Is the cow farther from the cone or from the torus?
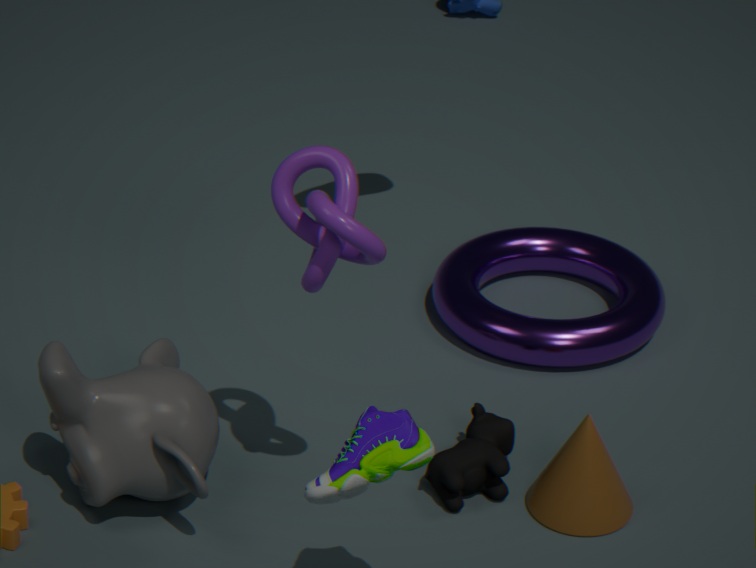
the torus
